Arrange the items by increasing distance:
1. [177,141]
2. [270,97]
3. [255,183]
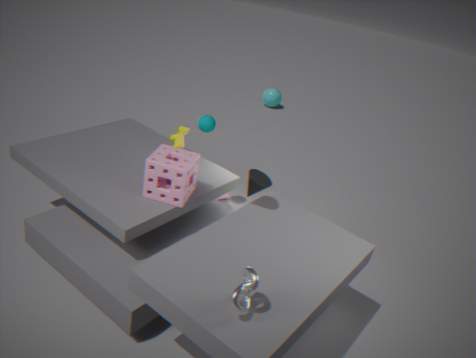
[255,183]
[177,141]
[270,97]
